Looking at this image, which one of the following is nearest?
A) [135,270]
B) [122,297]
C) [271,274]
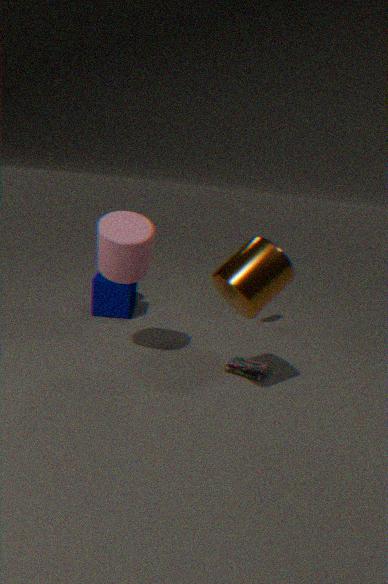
[271,274]
